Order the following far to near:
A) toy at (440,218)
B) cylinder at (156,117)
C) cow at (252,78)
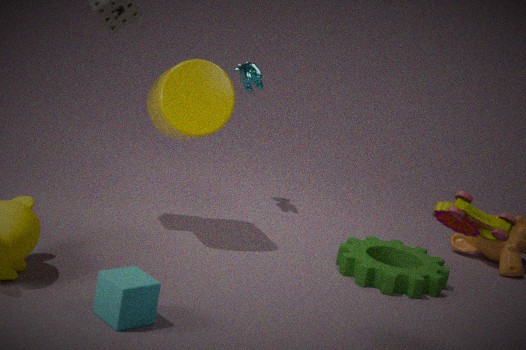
1. cow at (252,78)
2. cylinder at (156,117)
3. toy at (440,218)
